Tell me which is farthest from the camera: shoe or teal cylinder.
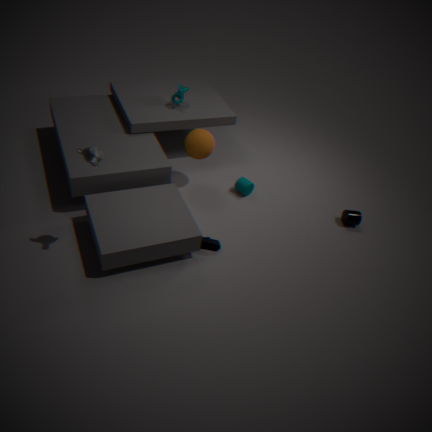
teal cylinder
